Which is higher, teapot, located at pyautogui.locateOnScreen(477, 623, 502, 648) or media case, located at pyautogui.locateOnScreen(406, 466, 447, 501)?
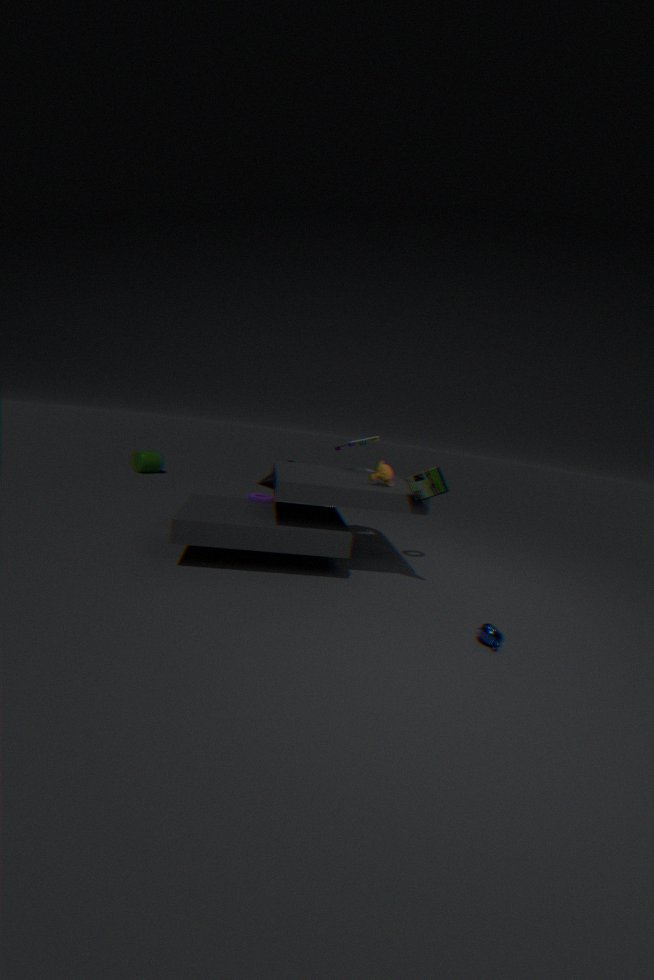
media case, located at pyautogui.locateOnScreen(406, 466, 447, 501)
